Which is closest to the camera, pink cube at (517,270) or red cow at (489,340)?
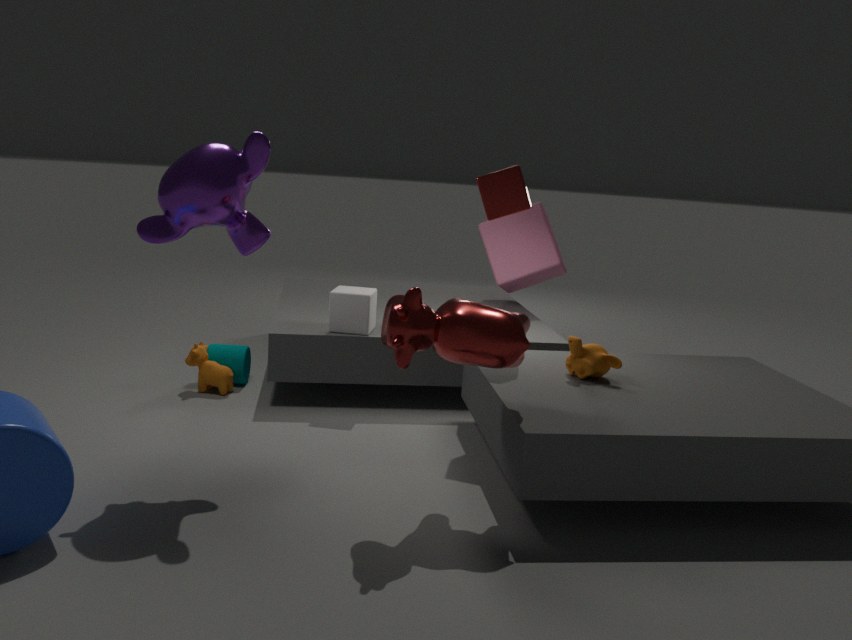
red cow at (489,340)
